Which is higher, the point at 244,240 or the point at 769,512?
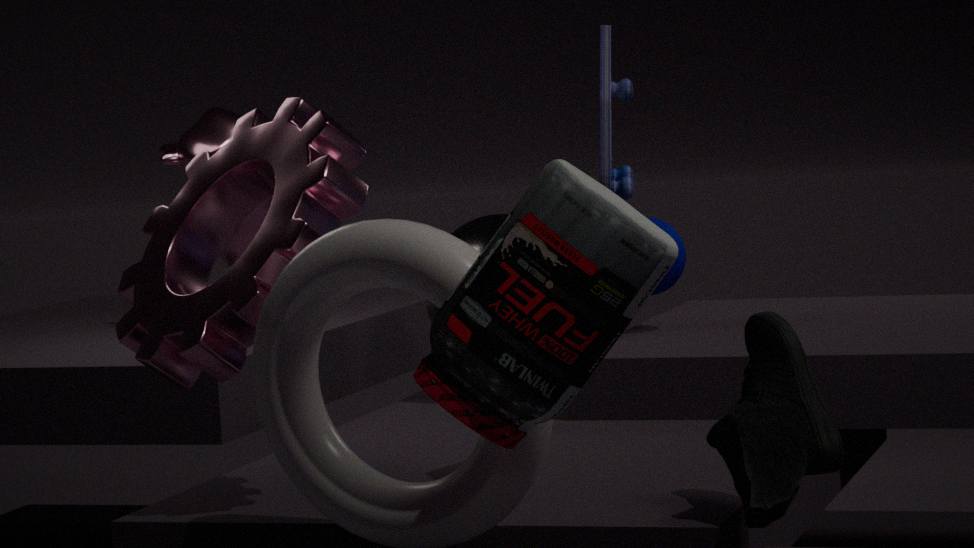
the point at 244,240
